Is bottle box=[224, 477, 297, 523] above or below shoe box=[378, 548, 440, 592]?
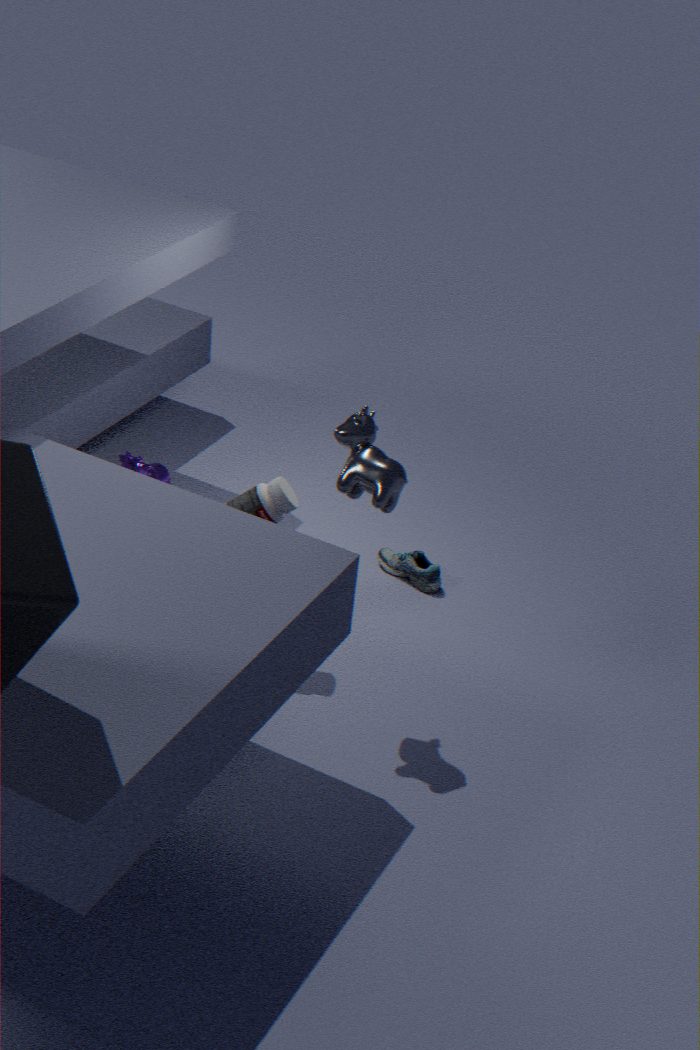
above
